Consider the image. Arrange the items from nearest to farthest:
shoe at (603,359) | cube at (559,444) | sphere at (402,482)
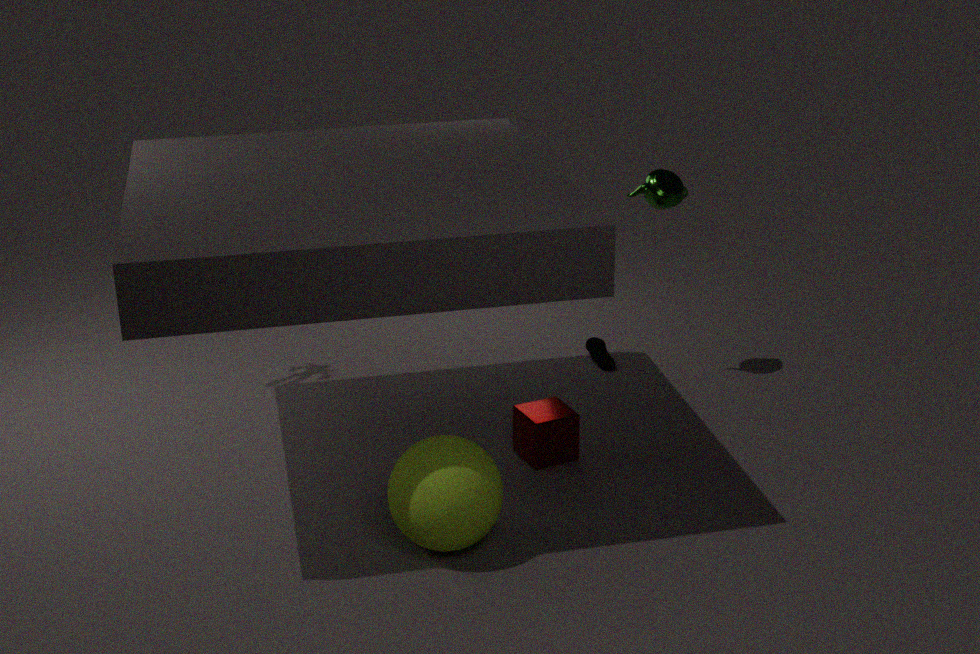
sphere at (402,482)
cube at (559,444)
shoe at (603,359)
